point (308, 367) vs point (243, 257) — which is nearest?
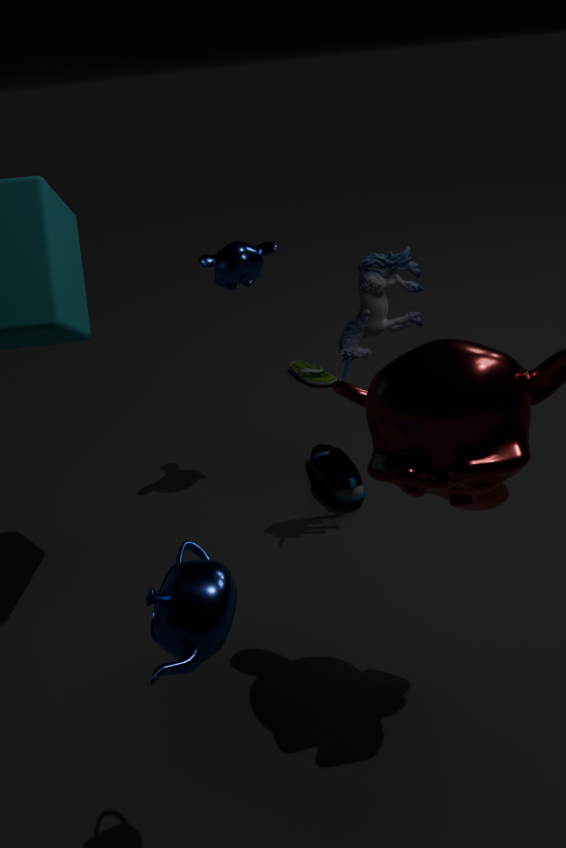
point (243, 257)
